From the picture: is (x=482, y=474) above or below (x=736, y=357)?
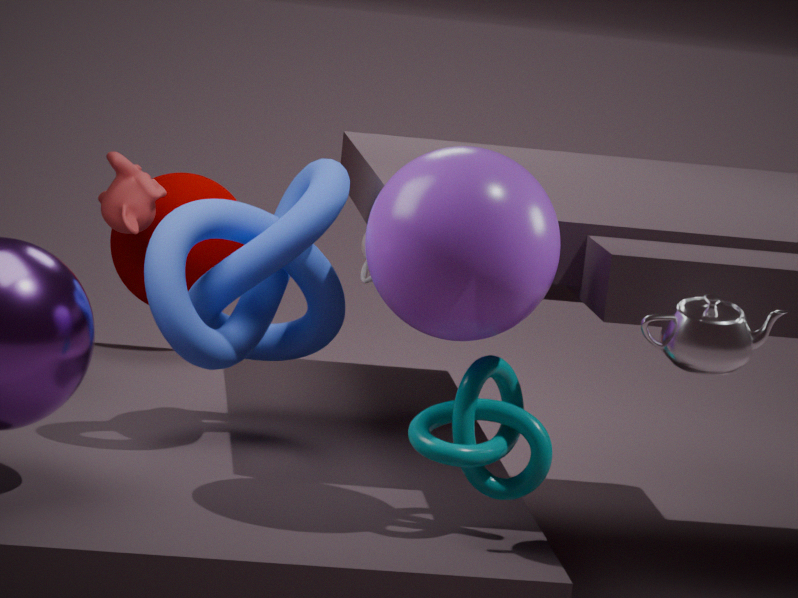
below
